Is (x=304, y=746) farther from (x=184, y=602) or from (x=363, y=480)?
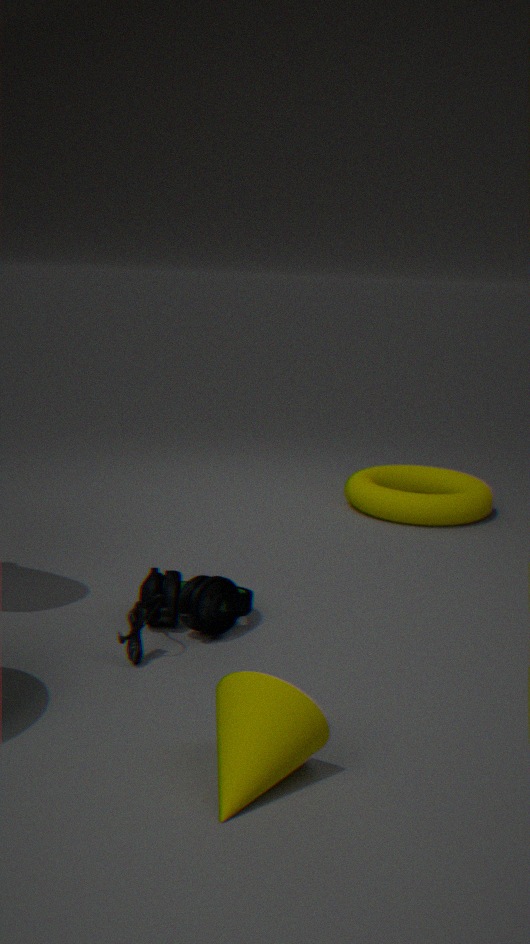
(x=363, y=480)
